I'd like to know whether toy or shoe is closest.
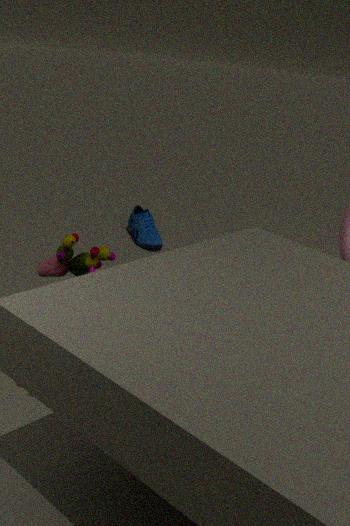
toy
